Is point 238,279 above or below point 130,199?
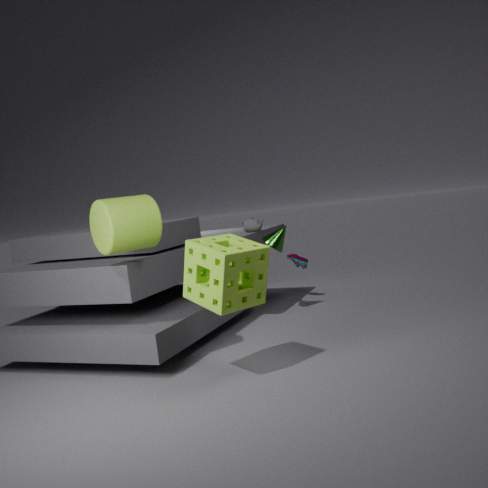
below
